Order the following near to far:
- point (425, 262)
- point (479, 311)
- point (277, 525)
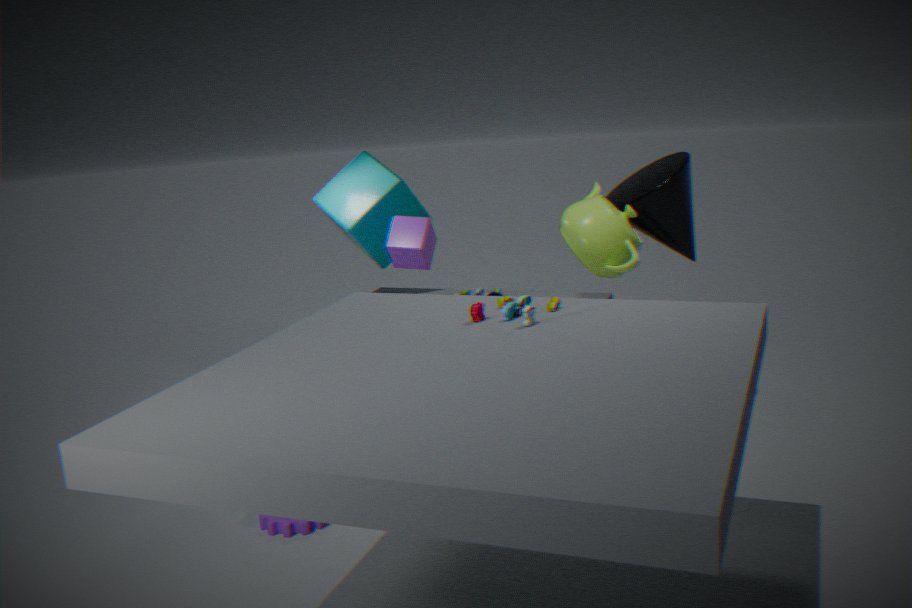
point (479, 311) → point (277, 525) → point (425, 262)
